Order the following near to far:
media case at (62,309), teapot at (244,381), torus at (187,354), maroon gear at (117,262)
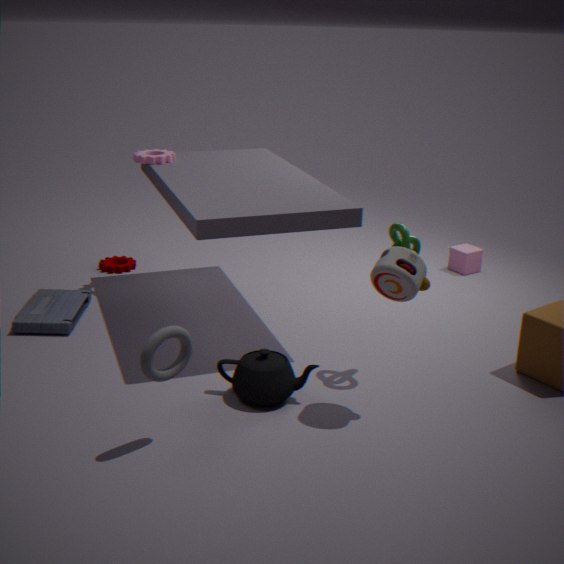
torus at (187,354) → teapot at (244,381) → media case at (62,309) → maroon gear at (117,262)
